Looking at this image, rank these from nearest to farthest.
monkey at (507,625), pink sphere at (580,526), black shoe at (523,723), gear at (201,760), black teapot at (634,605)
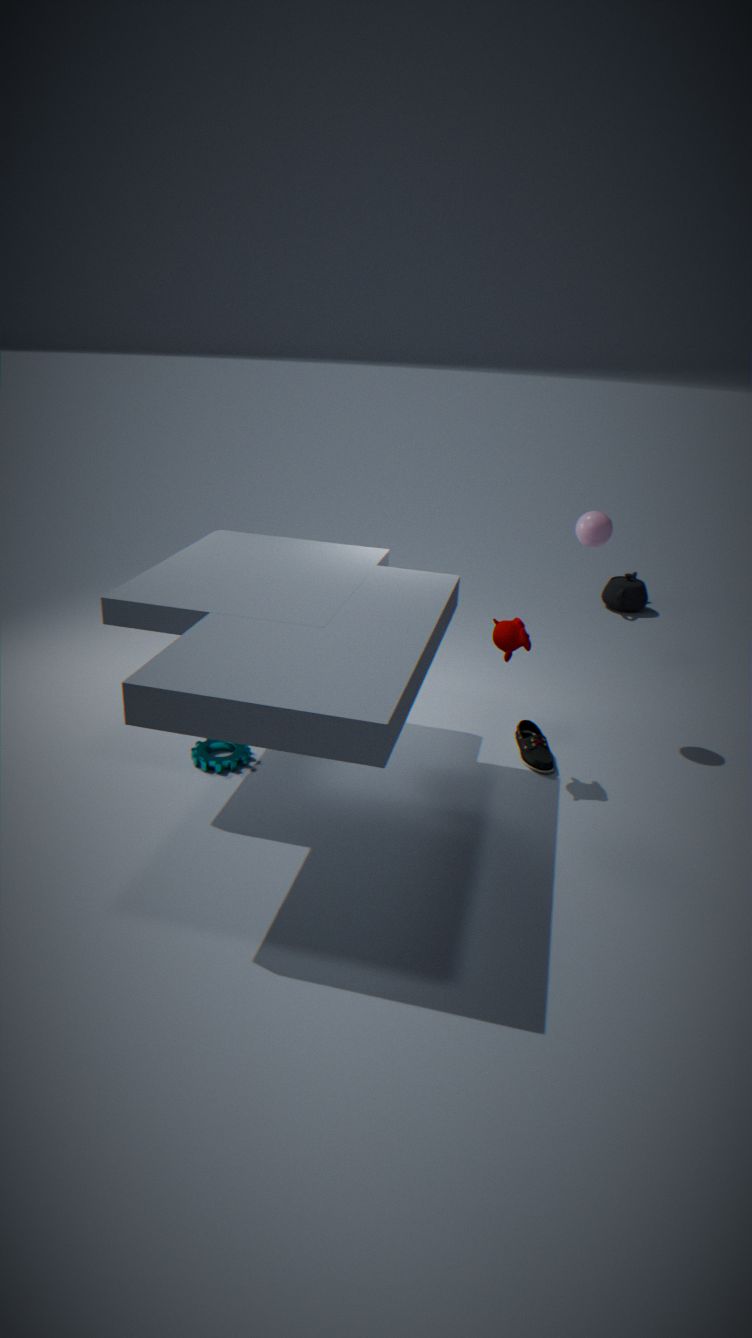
monkey at (507,625)
gear at (201,760)
black shoe at (523,723)
pink sphere at (580,526)
black teapot at (634,605)
